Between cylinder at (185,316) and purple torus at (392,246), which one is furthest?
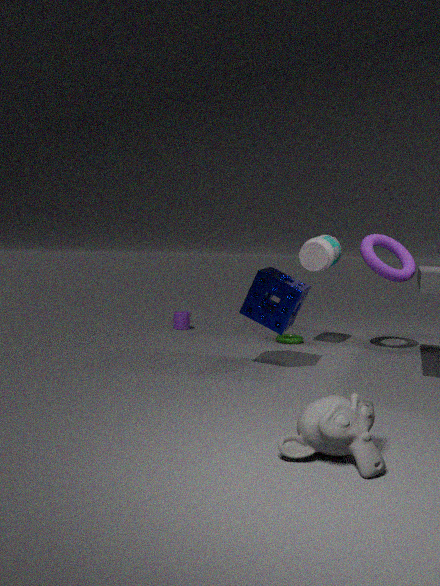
cylinder at (185,316)
